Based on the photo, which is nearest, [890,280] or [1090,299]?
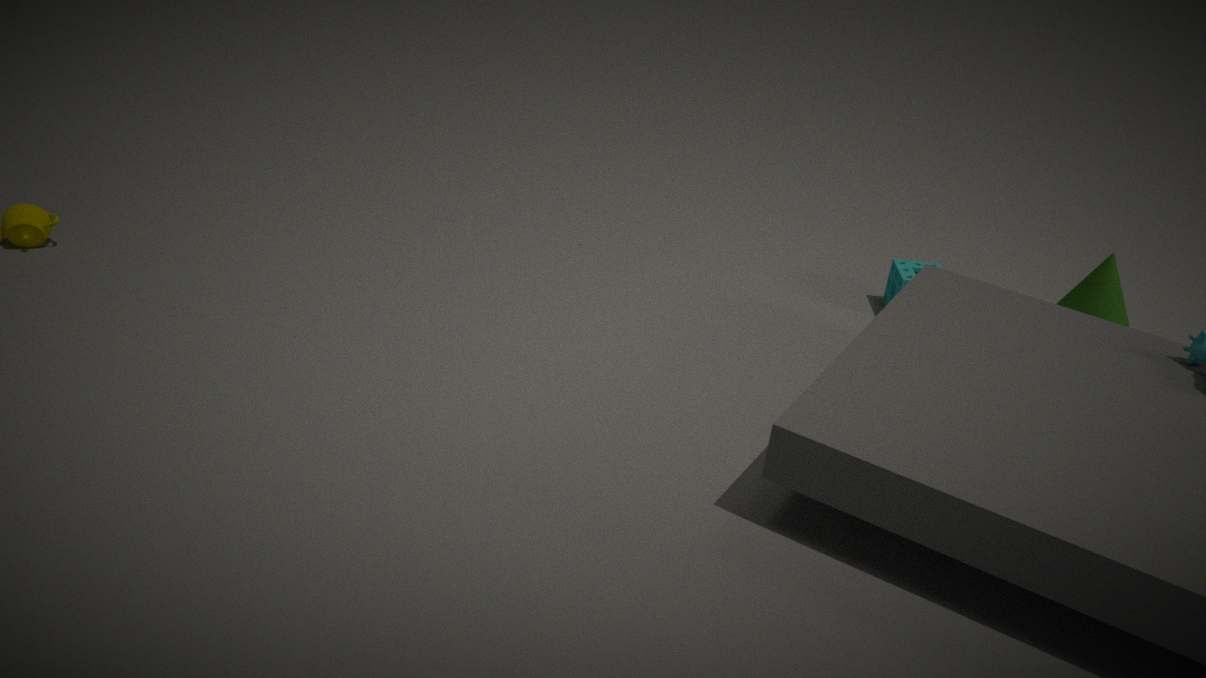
[1090,299]
